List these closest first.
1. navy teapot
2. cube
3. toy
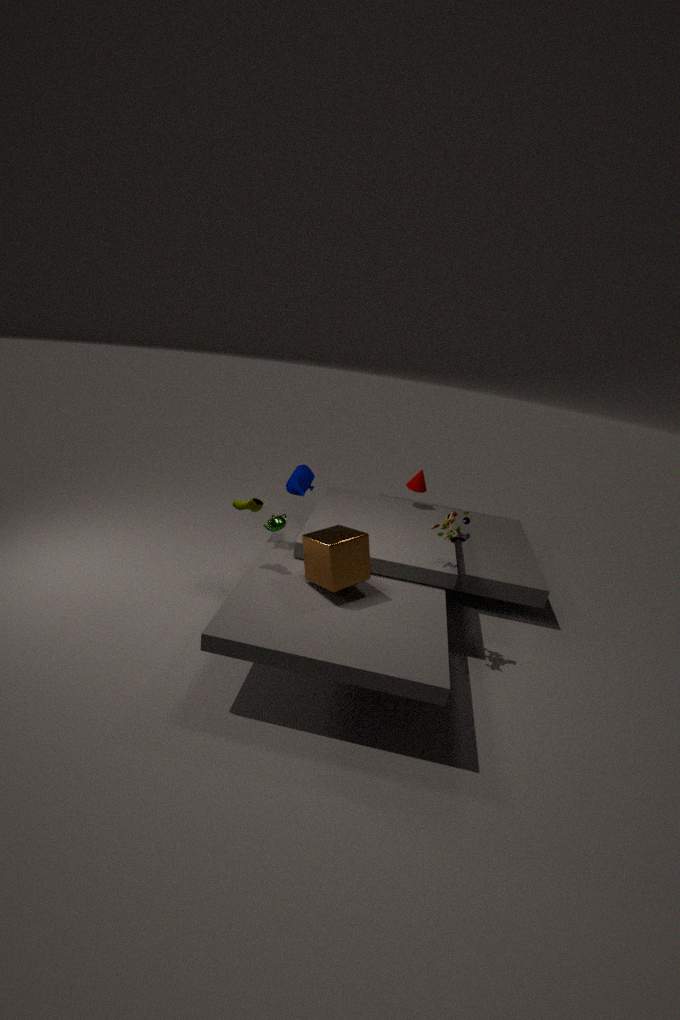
cube → toy → navy teapot
